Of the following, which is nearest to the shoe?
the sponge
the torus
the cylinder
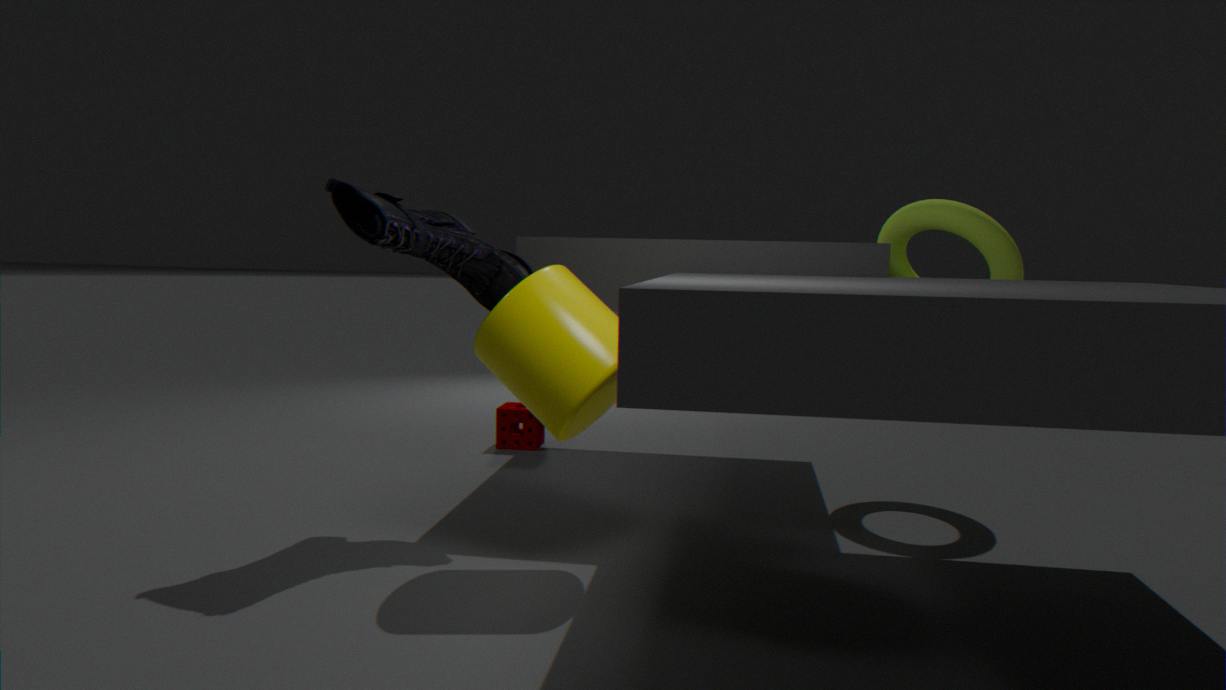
→ the cylinder
